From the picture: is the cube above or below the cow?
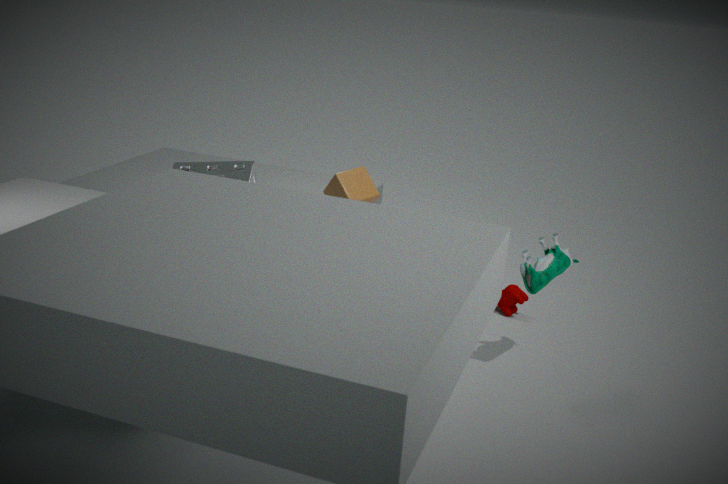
above
